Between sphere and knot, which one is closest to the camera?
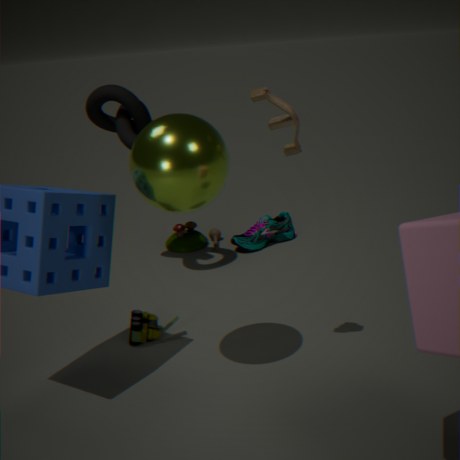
sphere
